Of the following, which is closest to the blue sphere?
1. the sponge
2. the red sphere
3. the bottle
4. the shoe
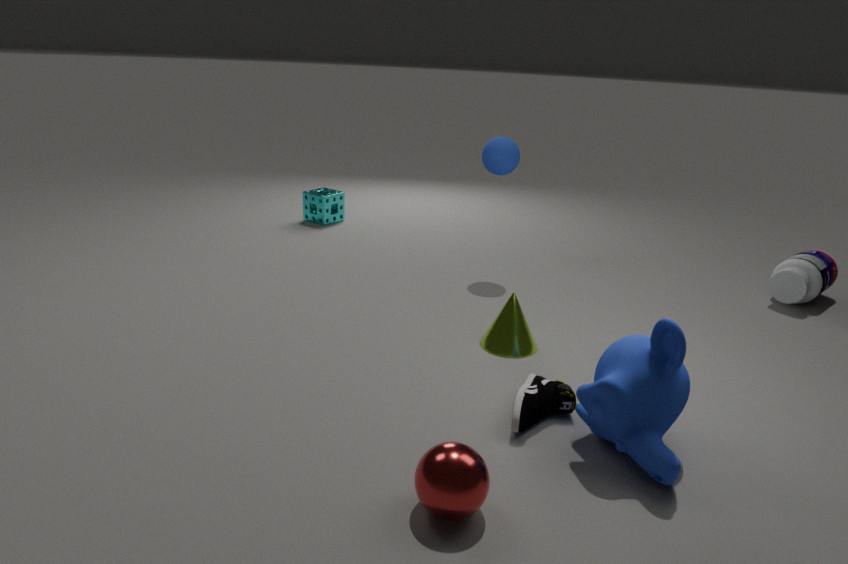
the sponge
